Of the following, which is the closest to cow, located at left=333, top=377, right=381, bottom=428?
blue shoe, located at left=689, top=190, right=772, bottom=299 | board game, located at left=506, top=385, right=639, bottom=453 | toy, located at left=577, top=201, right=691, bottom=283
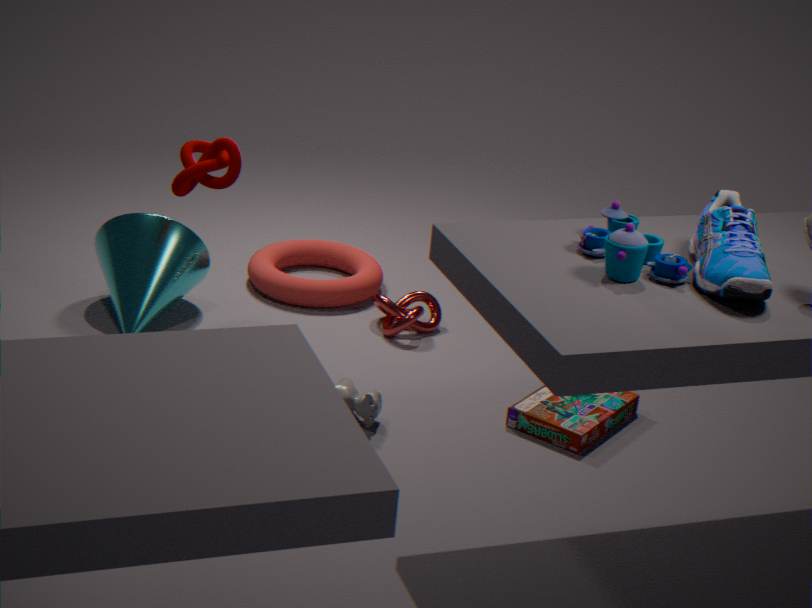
board game, located at left=506, top=385, right=639, bottom=453
